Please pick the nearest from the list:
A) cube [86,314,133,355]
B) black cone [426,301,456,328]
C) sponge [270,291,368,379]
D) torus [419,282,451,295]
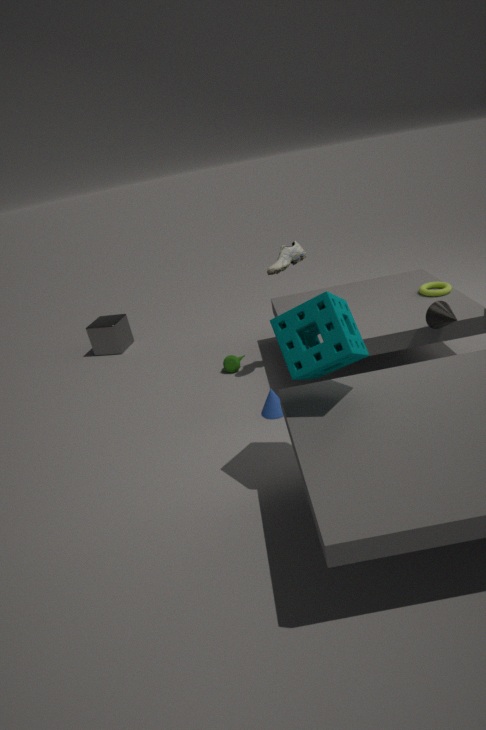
sponge [270,291,368,379]
